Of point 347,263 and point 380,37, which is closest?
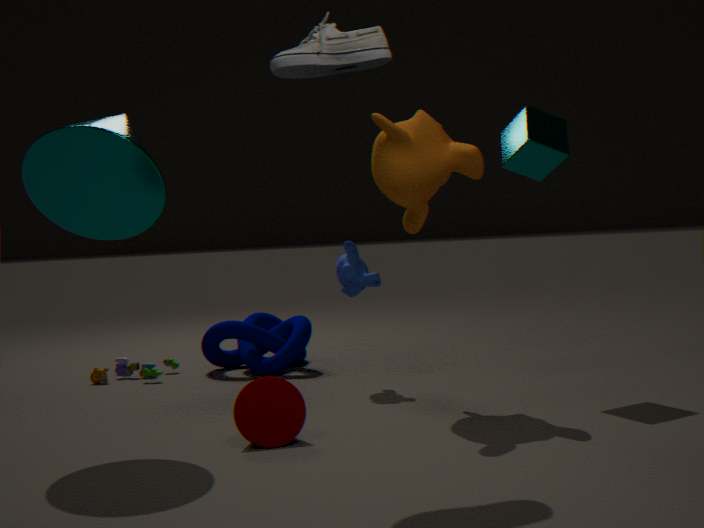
point 380,37
